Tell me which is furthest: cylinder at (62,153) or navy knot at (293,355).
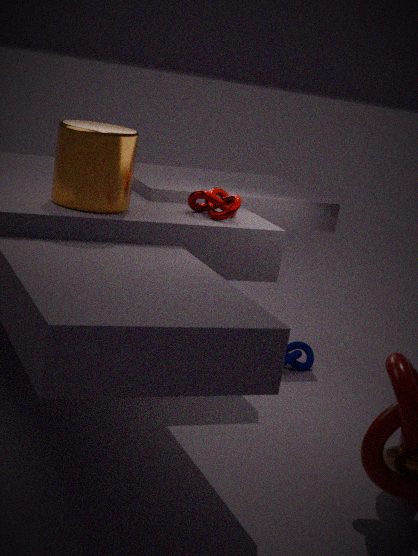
navy knot at (293,355)
